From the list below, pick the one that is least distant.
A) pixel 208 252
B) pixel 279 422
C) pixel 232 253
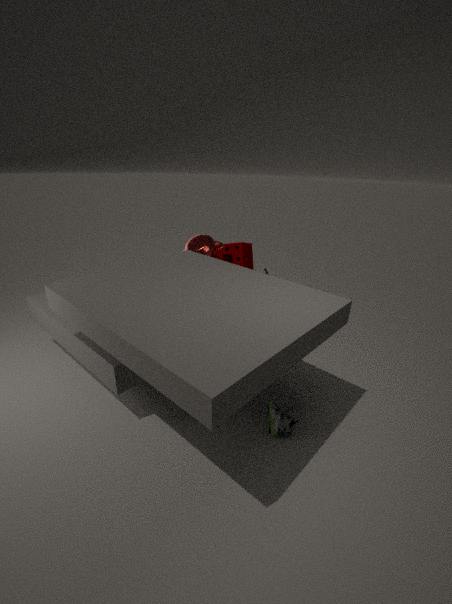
pixel 279 422
